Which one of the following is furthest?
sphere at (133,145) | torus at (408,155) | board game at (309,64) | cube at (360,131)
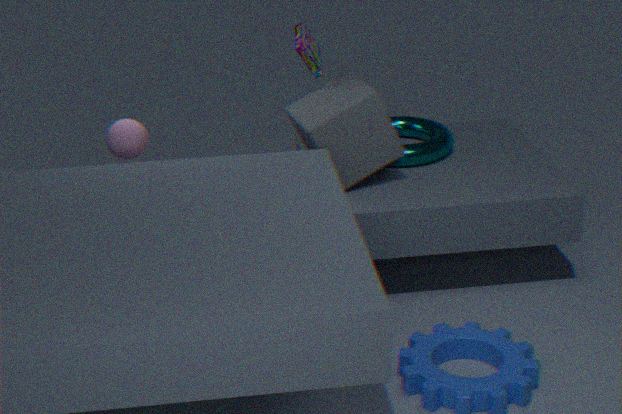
torus at (408,155)
